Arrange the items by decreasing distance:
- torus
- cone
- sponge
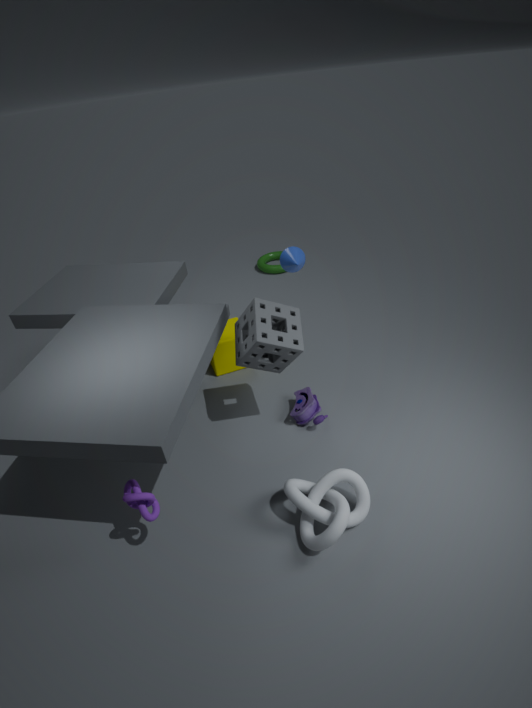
torus, cone, sponge
